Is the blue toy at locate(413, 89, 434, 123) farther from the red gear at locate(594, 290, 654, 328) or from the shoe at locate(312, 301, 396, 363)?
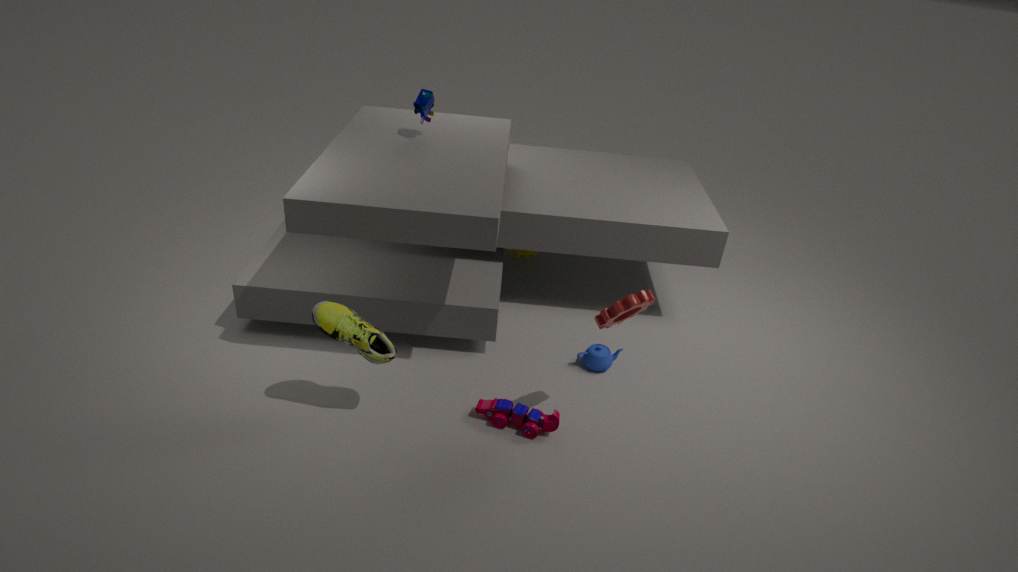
Result: the red gear at locate(594, 290, 654, 328)
